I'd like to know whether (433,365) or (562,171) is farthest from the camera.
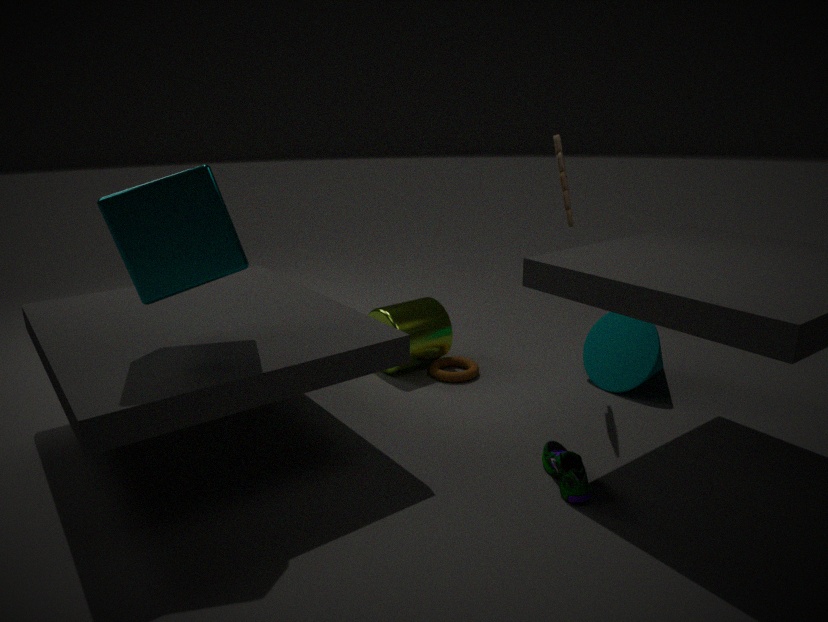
(433,365)
